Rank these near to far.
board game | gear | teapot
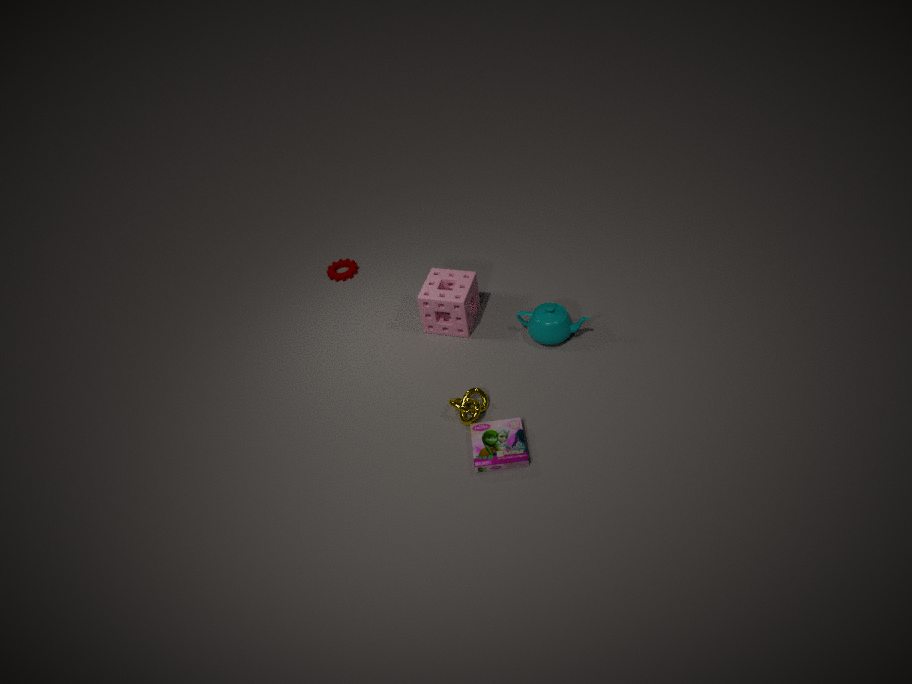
board game
teapot
gear
